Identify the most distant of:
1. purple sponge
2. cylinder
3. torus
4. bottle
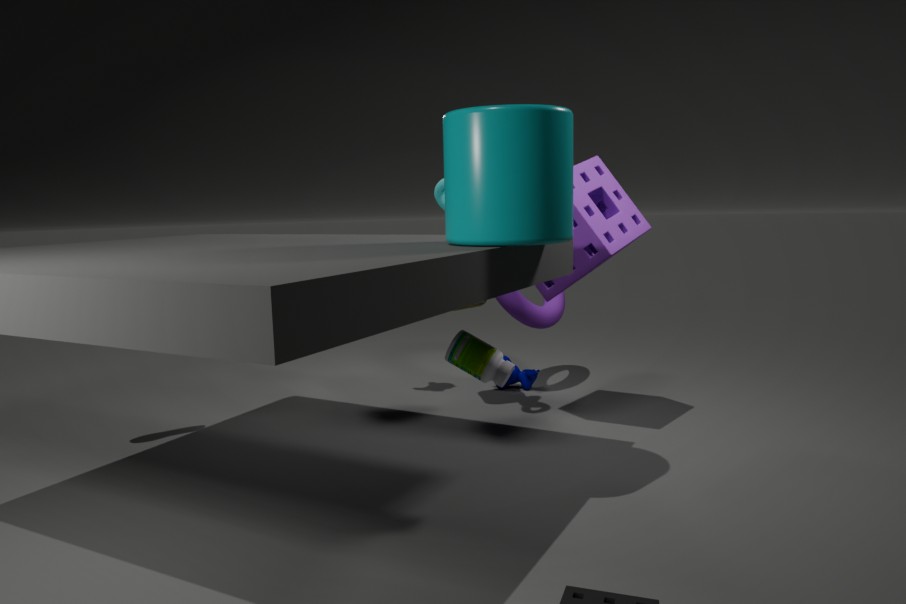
torus
